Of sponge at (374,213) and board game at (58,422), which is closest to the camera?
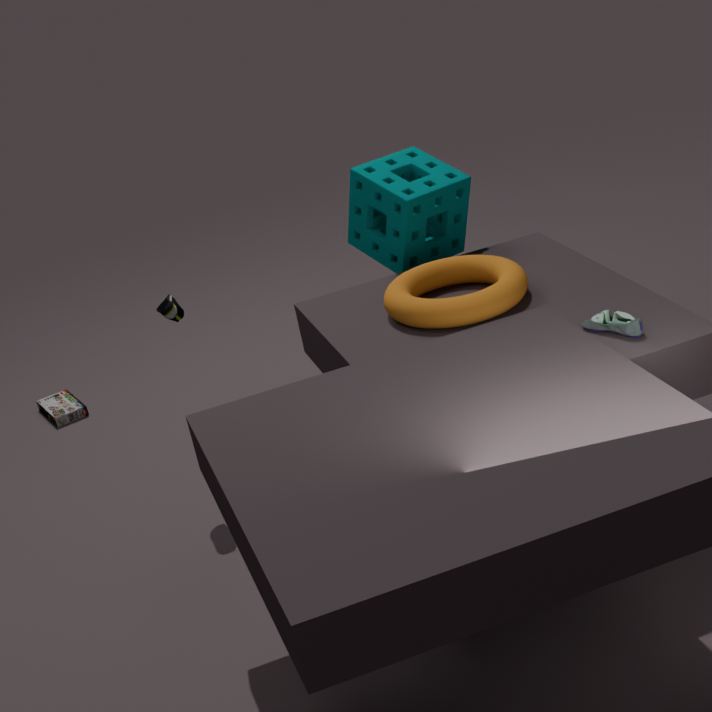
sponge at (374,213)
